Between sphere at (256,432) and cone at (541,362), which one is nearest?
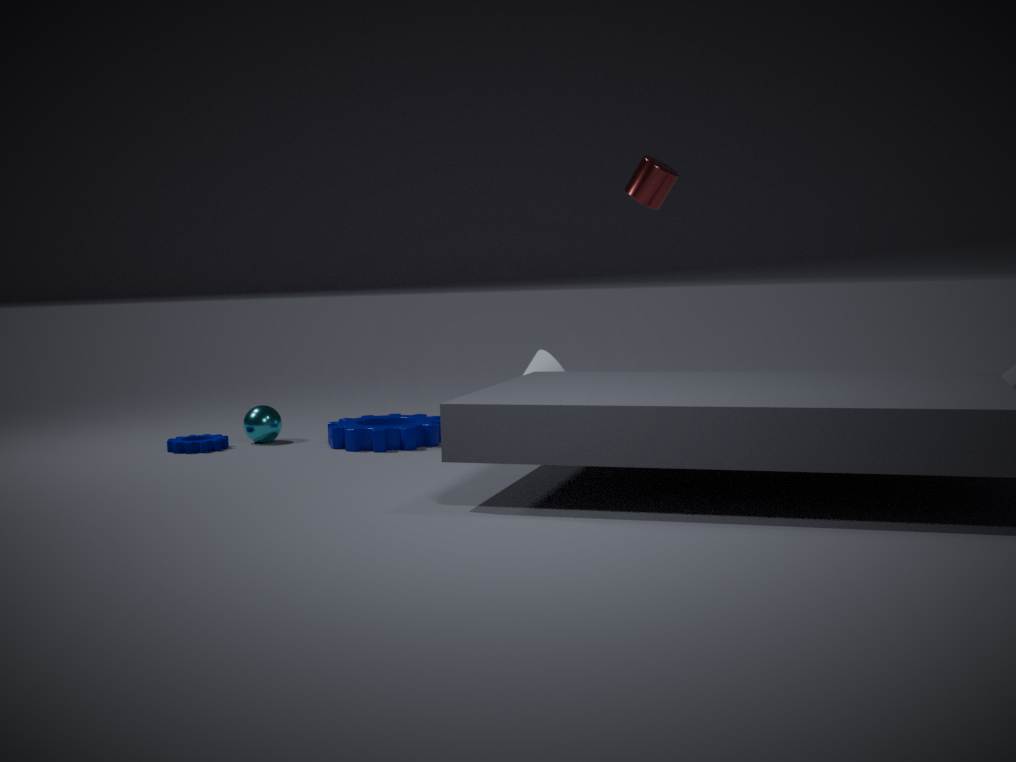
sphere at (256,432)
